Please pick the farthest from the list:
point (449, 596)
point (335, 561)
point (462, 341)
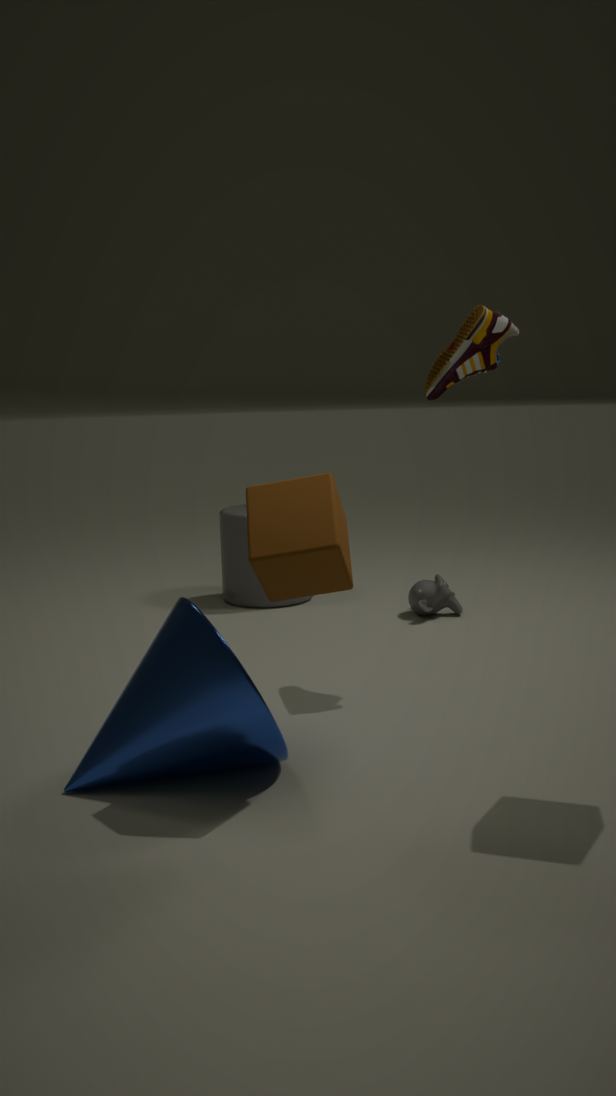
point (449, 596)
